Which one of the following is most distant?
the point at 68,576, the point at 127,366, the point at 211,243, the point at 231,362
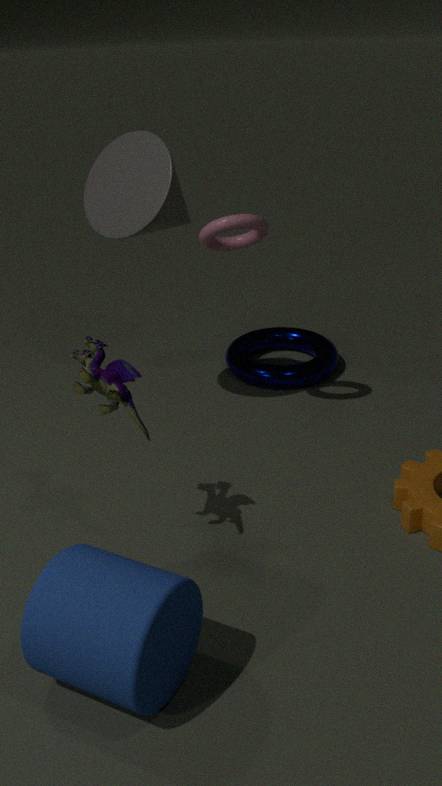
the point at 231,362
